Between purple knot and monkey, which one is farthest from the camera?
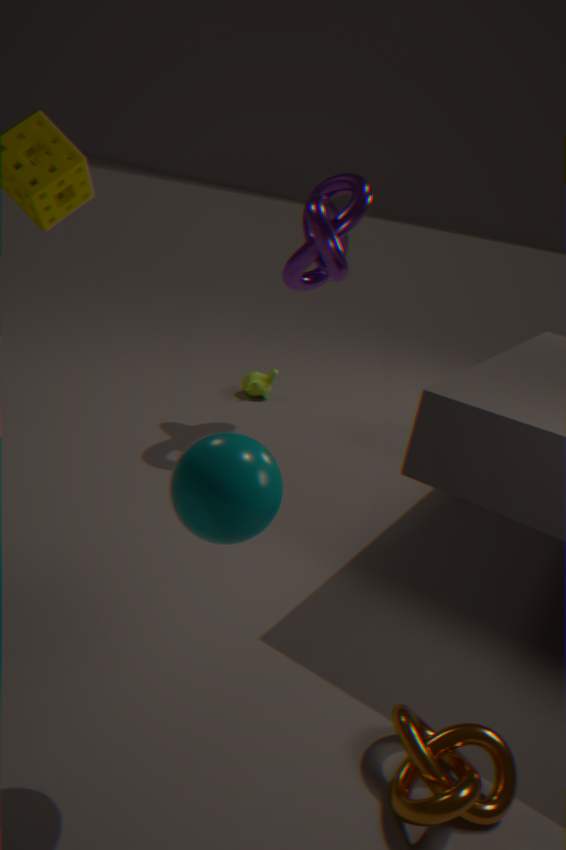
monkey
